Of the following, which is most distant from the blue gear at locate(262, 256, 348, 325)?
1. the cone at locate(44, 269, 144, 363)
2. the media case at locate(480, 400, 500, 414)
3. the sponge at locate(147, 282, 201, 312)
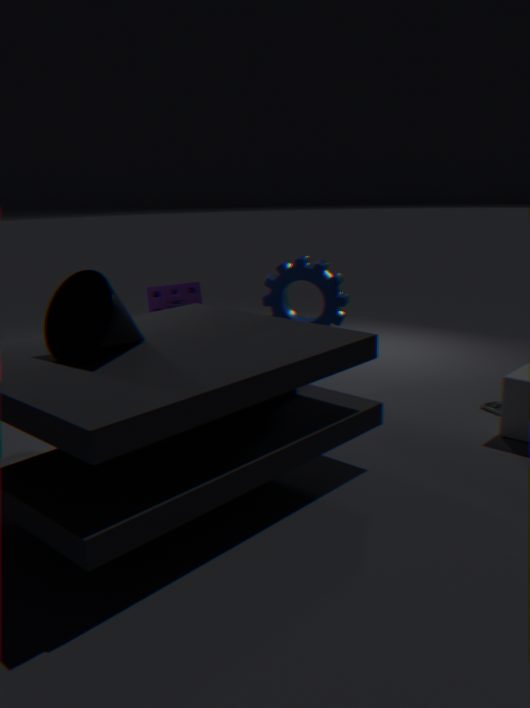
the cone at locate(44, 269, 144, 363)
